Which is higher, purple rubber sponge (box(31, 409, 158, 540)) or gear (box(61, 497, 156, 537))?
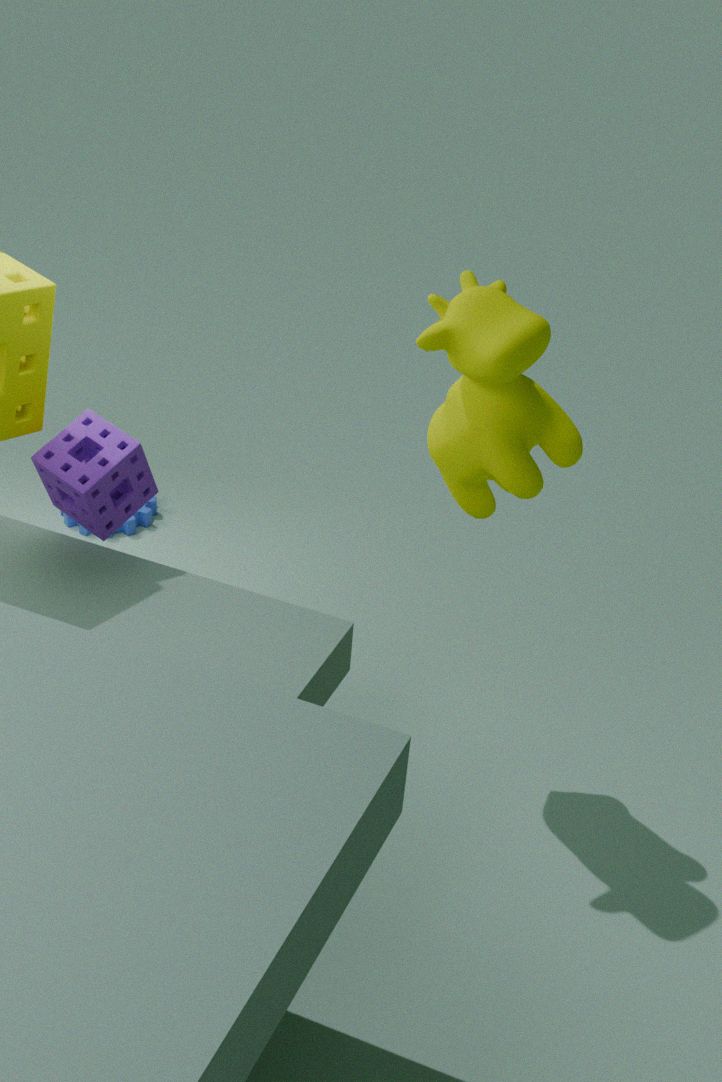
purple rubber sponge (box(31, 409, 158, 540))
